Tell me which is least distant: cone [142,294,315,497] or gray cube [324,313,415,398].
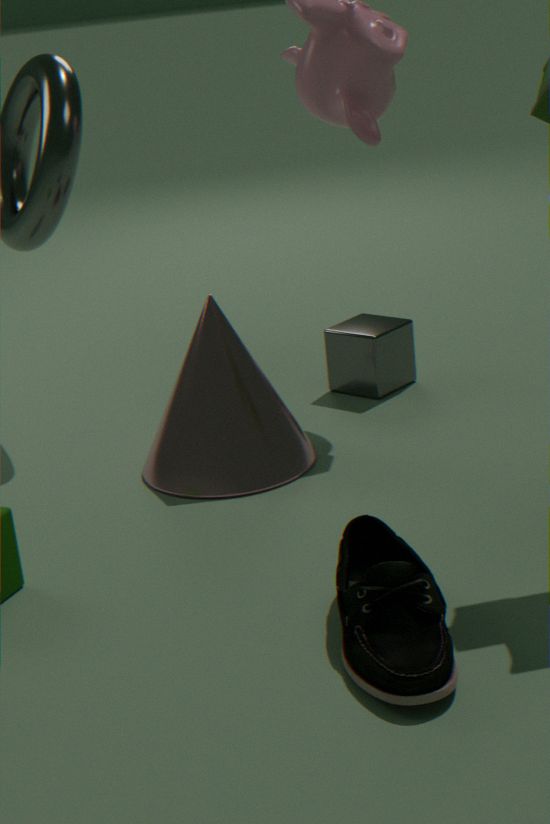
cone [142,294,315,497]
